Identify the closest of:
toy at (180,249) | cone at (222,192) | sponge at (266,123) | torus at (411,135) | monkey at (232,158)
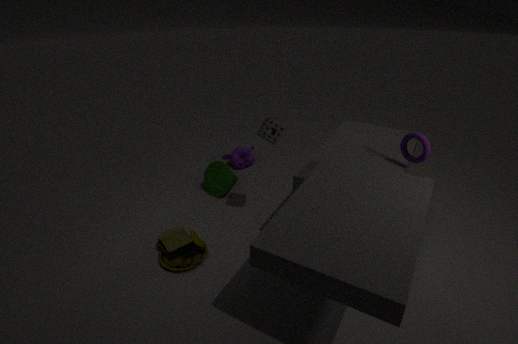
torus at (411,135)
